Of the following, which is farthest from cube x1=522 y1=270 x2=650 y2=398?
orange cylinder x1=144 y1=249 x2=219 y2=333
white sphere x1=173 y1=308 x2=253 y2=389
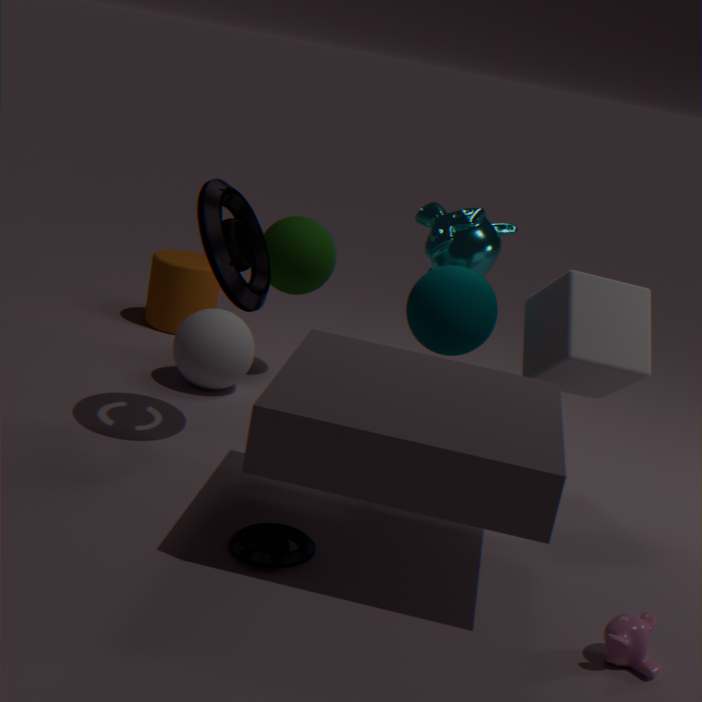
orange cylinder x1=144 y1=249 x2=219 y2=333
